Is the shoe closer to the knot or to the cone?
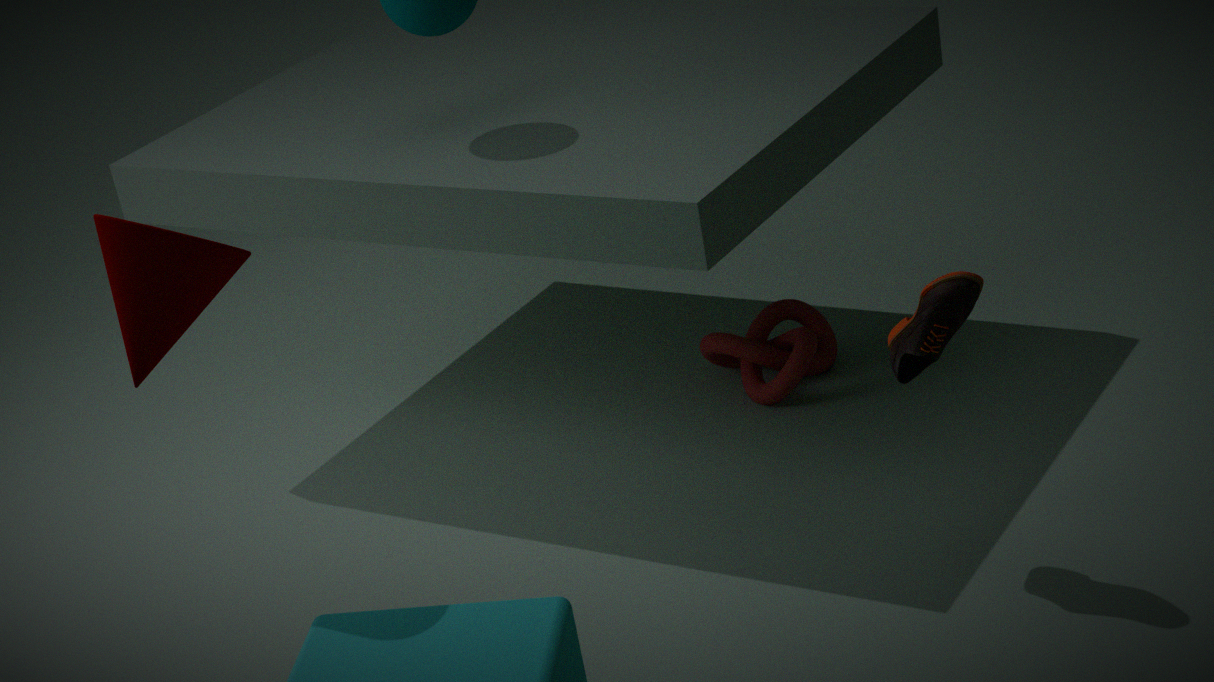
the knot
